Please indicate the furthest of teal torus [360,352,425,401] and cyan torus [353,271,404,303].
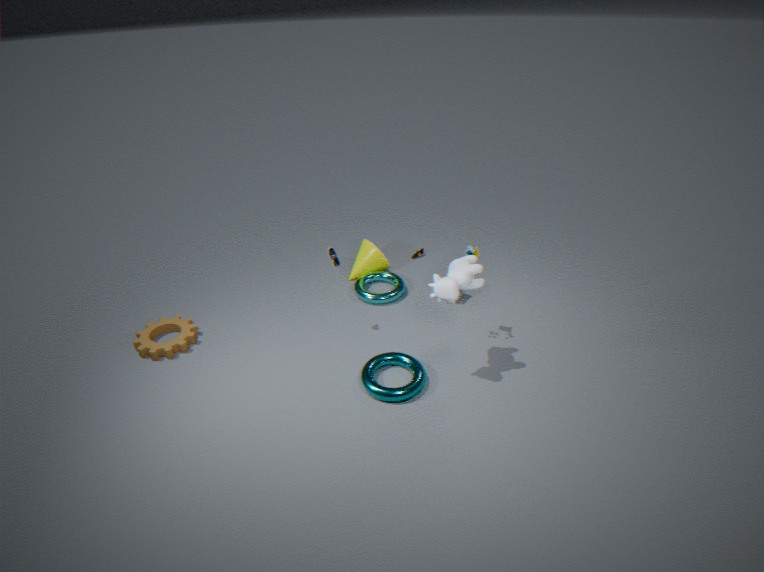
cyan torus [353,271,404,303]
